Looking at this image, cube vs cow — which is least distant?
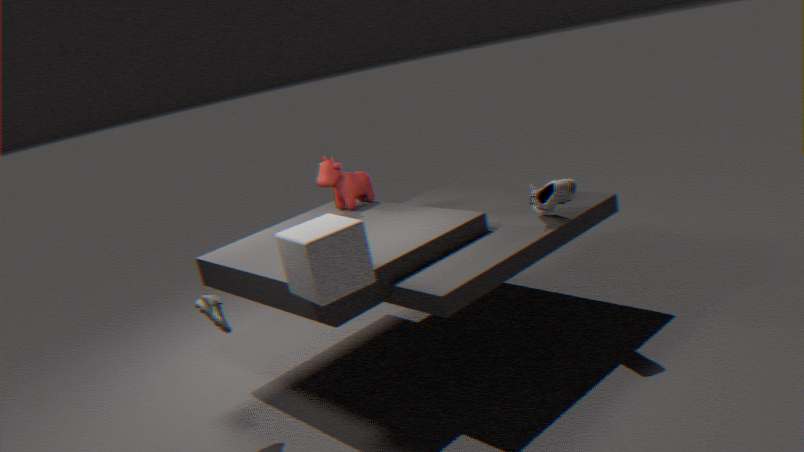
cube
